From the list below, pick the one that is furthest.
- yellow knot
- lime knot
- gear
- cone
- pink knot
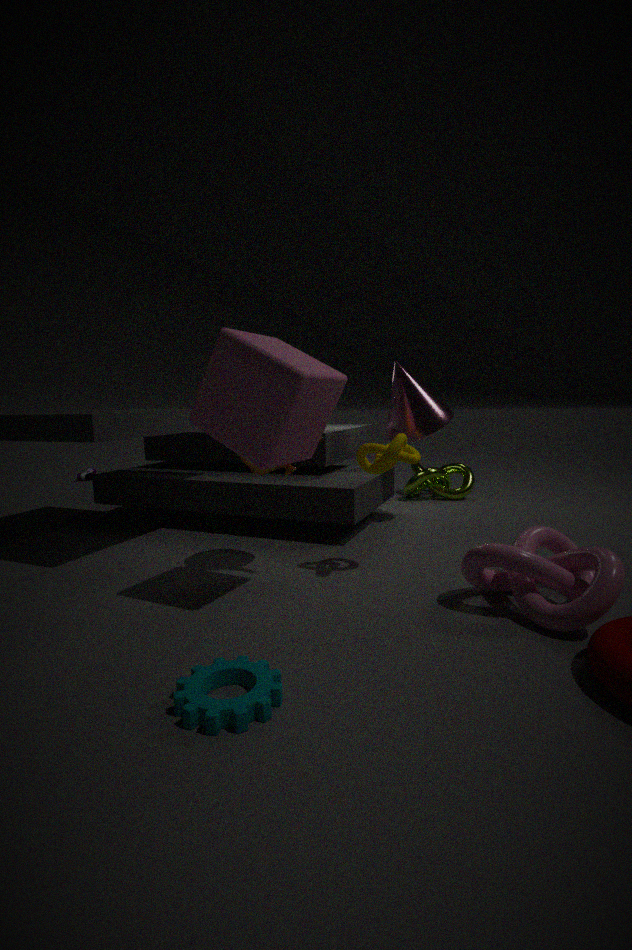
lime knot
